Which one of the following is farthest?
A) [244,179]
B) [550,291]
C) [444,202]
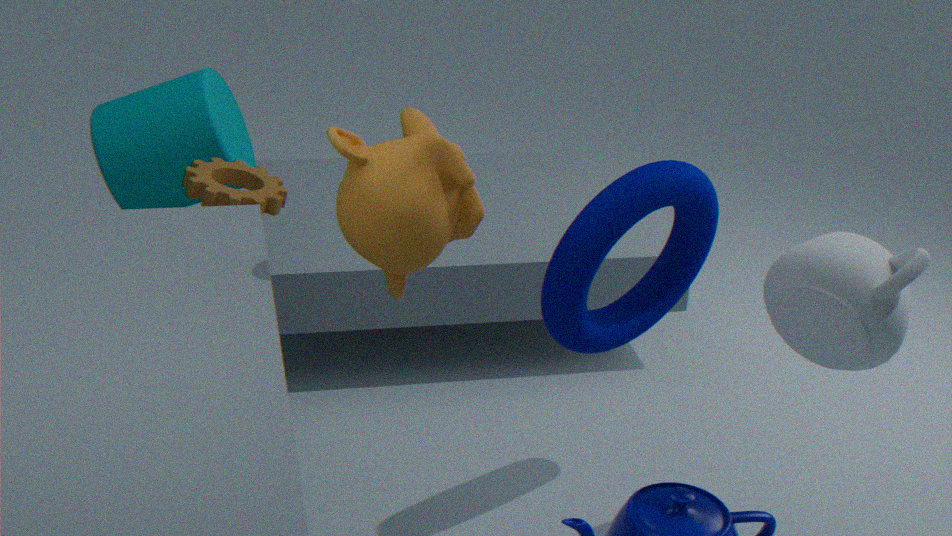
[244,179]
